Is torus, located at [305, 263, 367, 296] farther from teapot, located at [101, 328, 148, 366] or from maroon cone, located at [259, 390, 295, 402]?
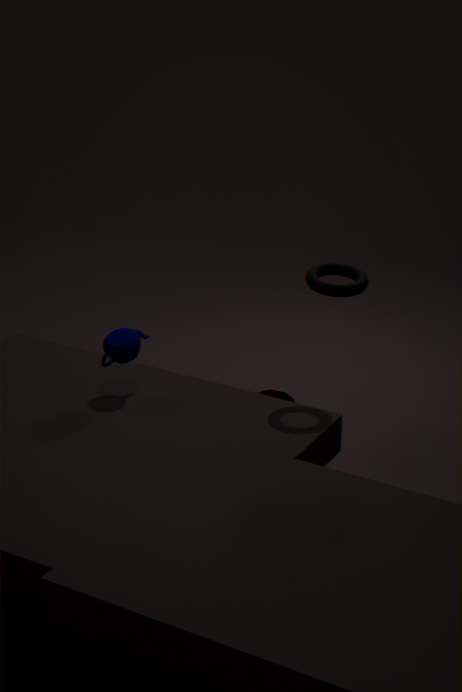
maroon cone, located at [259, 390, 295, 402]
